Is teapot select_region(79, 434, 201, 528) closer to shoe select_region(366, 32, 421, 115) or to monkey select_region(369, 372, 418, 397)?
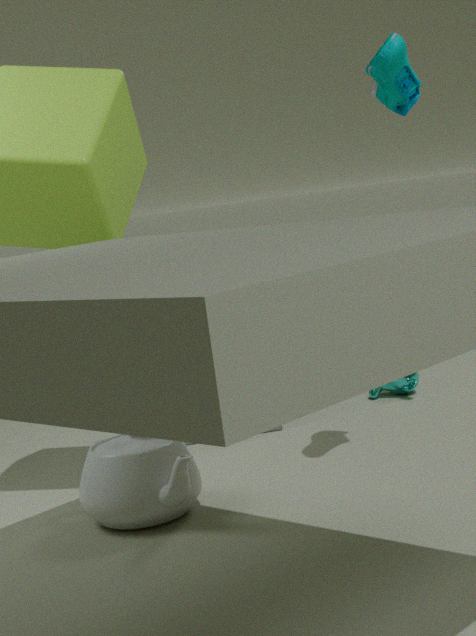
shoe select_region(366, 32, 421, 115)
